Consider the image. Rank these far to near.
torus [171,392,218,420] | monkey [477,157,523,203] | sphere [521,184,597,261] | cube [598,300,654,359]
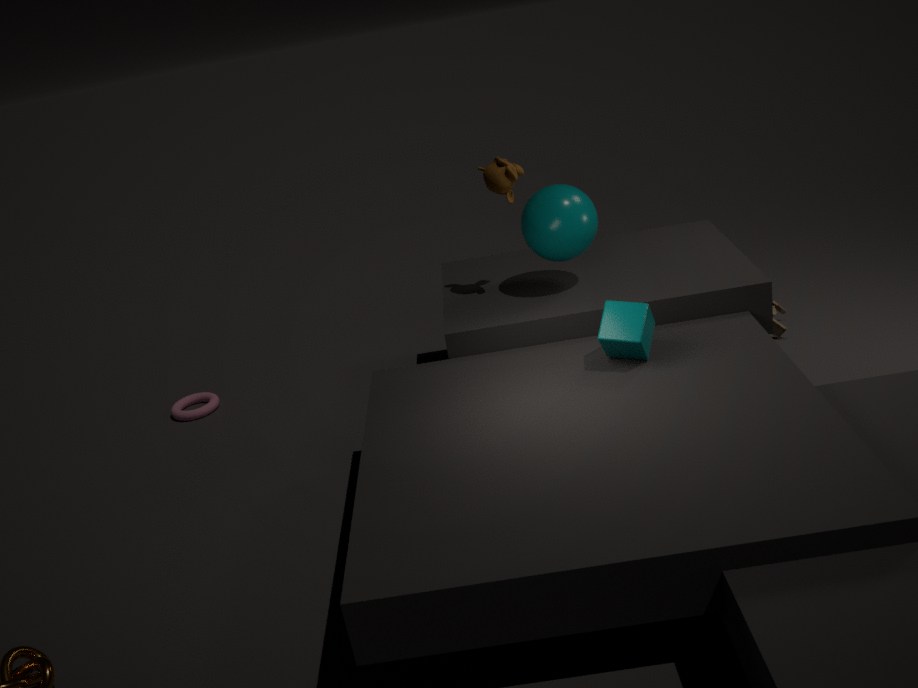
torus [171,392,218,420]
monkey [477,157,523,203]
sphere [521,184,597,261]
cube [598,300,654,359]
